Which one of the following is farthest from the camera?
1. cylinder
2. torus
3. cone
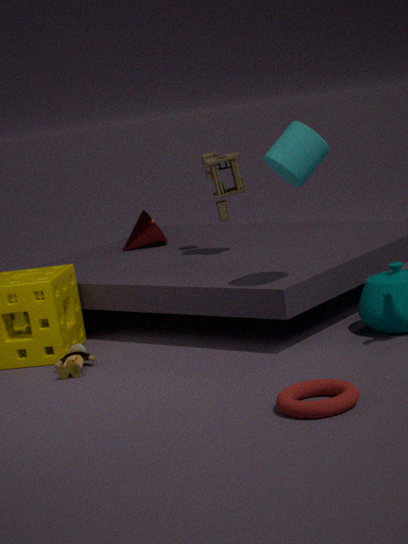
cone
